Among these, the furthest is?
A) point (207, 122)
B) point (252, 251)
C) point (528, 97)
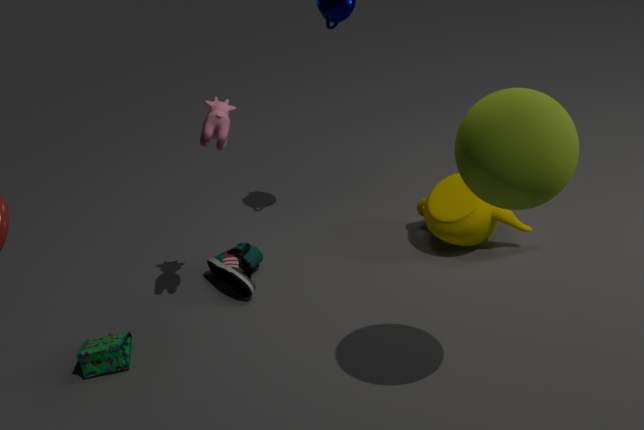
point (252, 251)
